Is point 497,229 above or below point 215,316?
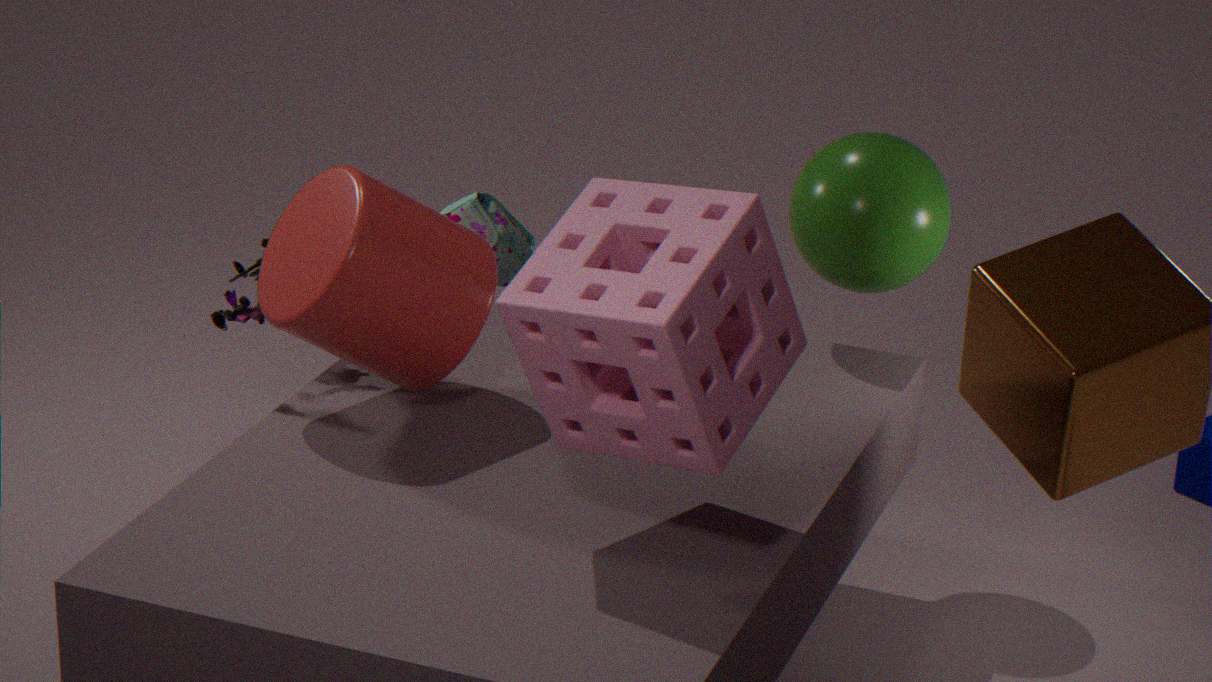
below
